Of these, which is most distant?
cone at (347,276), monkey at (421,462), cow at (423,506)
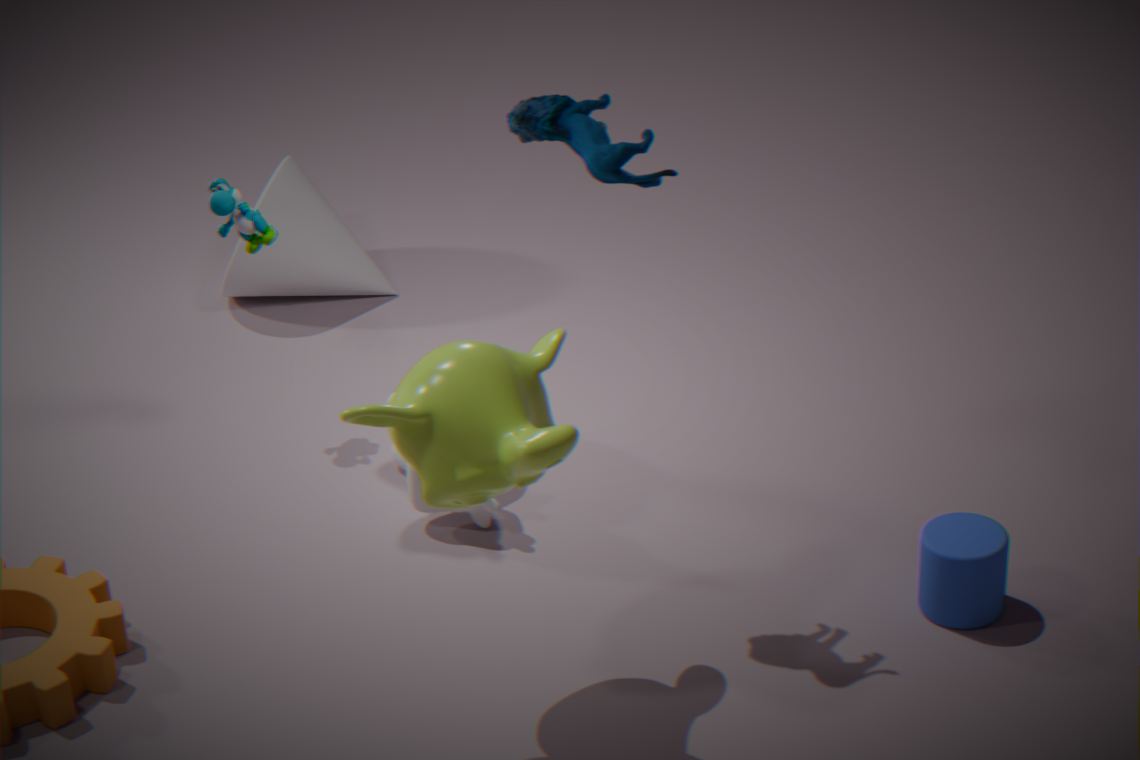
cone at (347,276)
